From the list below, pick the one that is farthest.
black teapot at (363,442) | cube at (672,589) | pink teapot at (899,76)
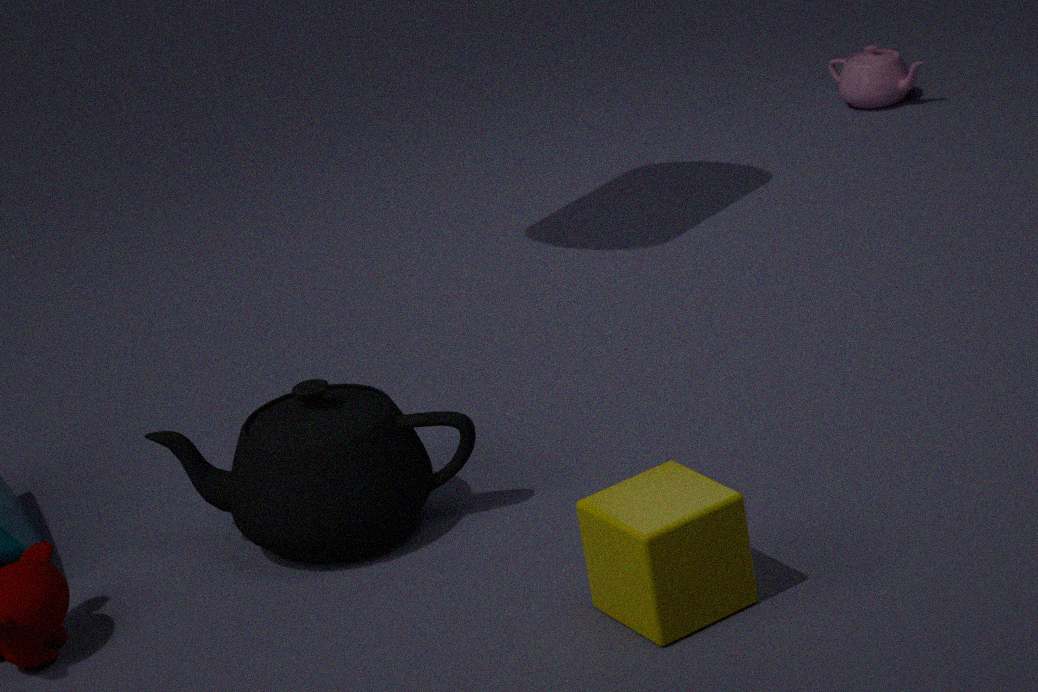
pink teapot at (899,76)
